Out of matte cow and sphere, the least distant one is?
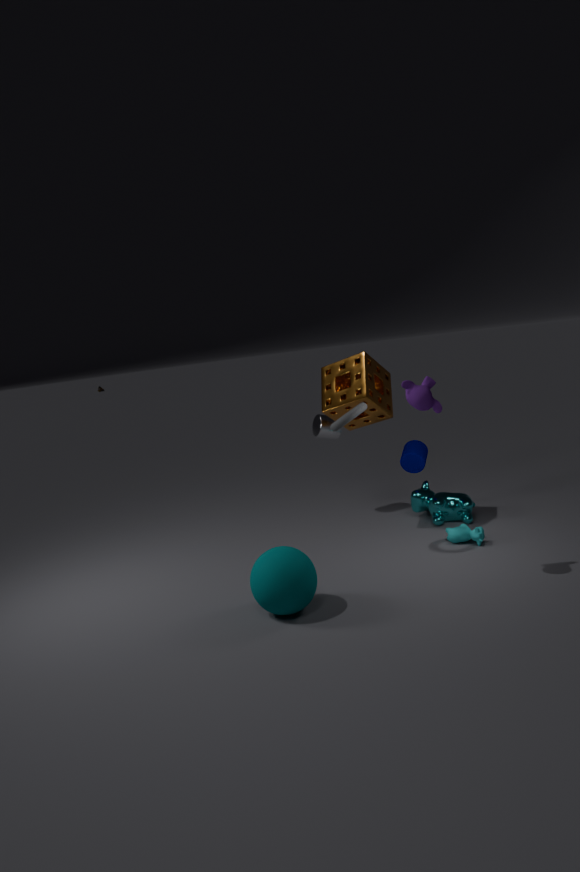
sphere
